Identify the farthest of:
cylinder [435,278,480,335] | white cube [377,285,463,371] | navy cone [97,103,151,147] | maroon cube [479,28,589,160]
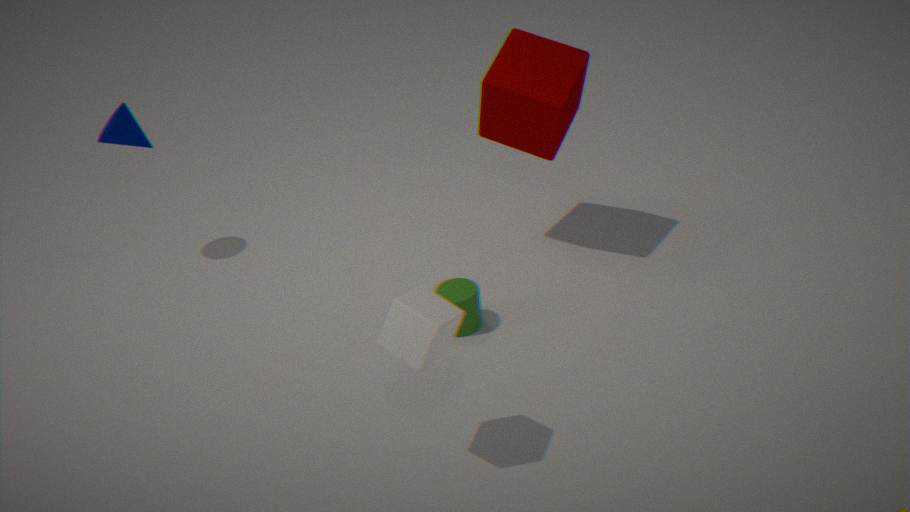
navy cone [97,103,151,147]
